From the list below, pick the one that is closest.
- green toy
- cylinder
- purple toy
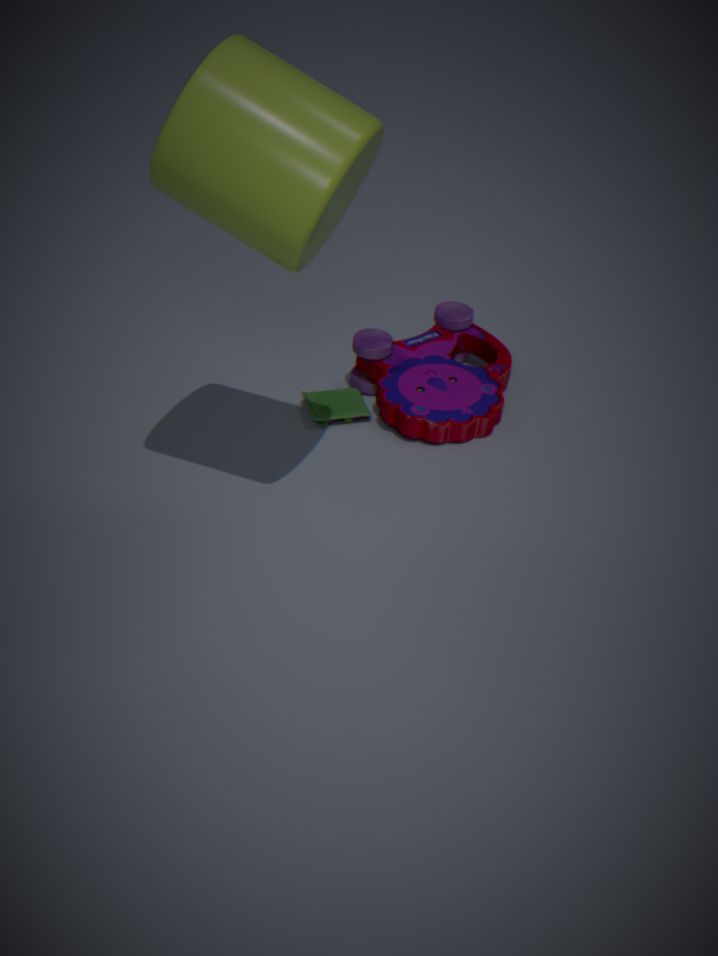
cylinder
